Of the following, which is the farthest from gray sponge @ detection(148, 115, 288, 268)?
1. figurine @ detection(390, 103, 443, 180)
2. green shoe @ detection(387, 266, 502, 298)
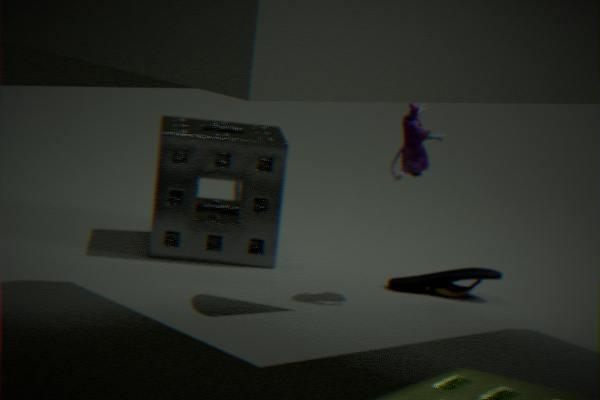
figurine @ detection(390, 103, 443, 180)
